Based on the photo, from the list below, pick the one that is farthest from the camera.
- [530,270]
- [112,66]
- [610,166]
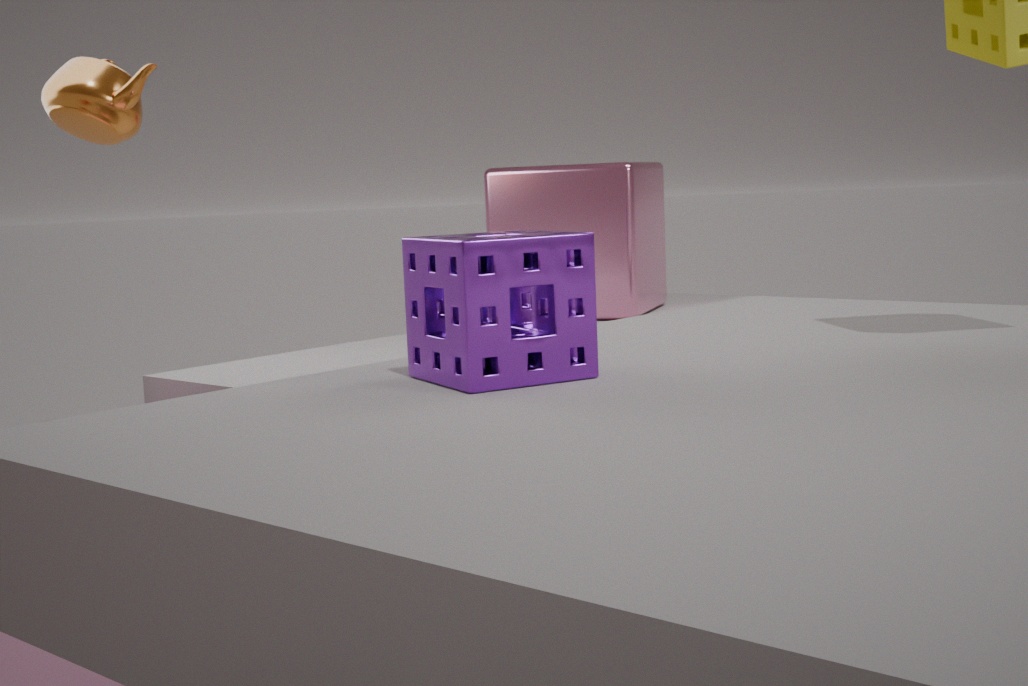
[610,166]
